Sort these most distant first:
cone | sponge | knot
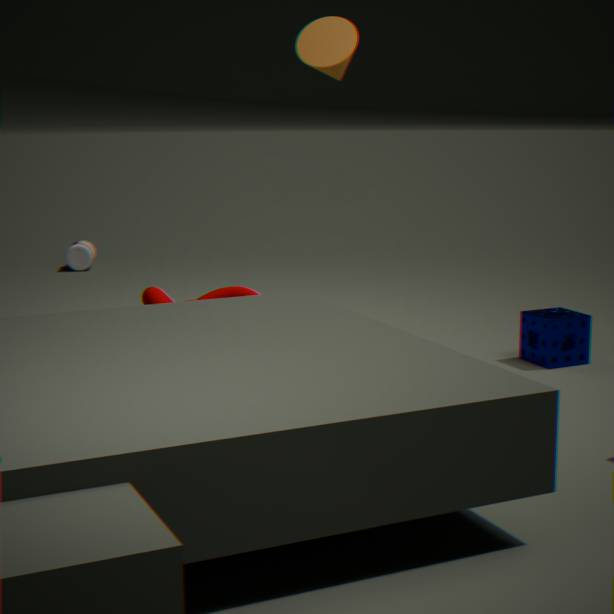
knot, sponge, cone
